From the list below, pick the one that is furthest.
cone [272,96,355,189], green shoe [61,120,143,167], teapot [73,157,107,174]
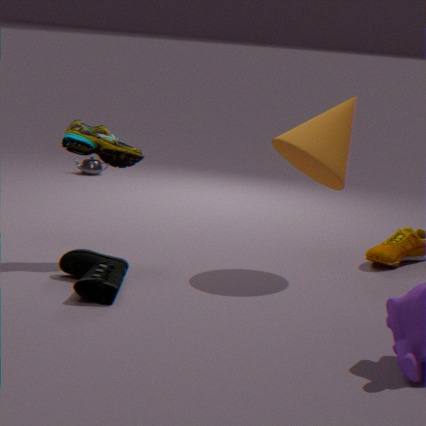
teapot [73,157,107,174]
